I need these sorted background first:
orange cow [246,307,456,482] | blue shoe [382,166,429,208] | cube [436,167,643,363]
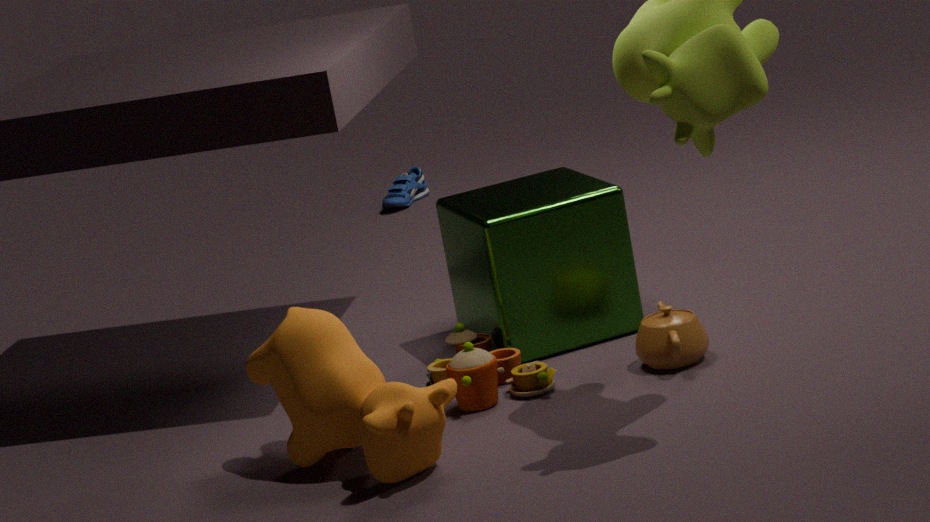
blue shoe [382,166,429,208] < cube [436,167,643,363] < orange cow [246,307,456,482]
